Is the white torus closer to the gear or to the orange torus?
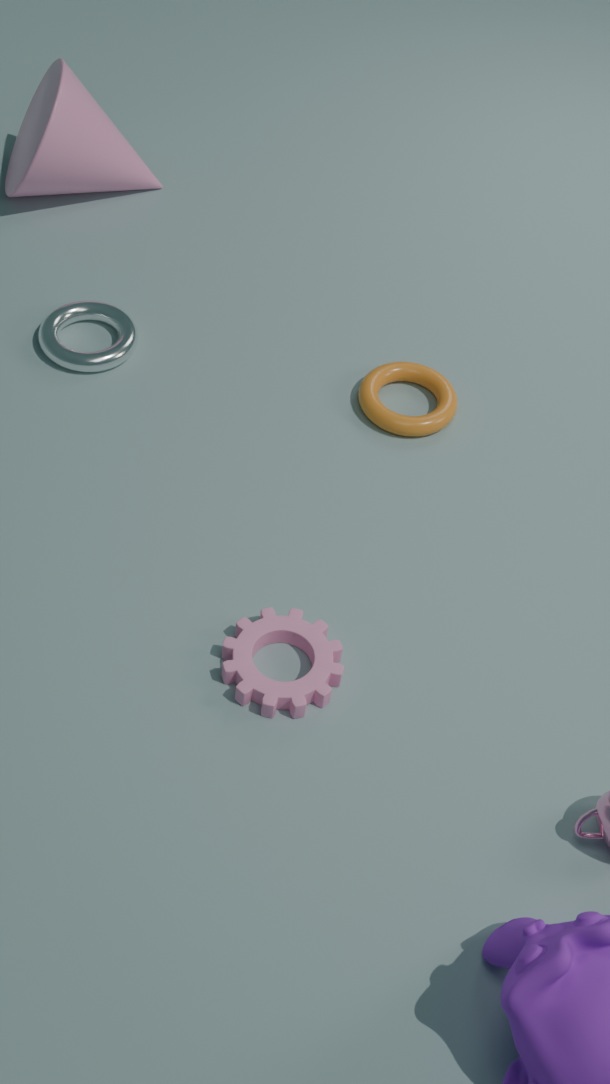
the orange torus
